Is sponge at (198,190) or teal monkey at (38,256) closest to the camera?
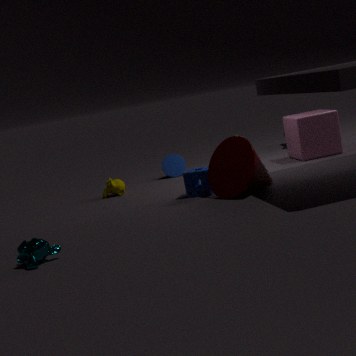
teal monkey at (38,256)
